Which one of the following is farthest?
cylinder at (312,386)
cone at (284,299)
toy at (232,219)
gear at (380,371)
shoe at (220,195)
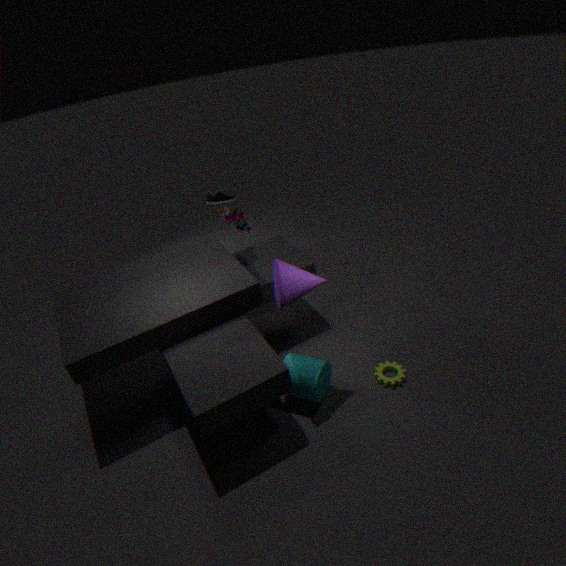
shoe at (220,195)
